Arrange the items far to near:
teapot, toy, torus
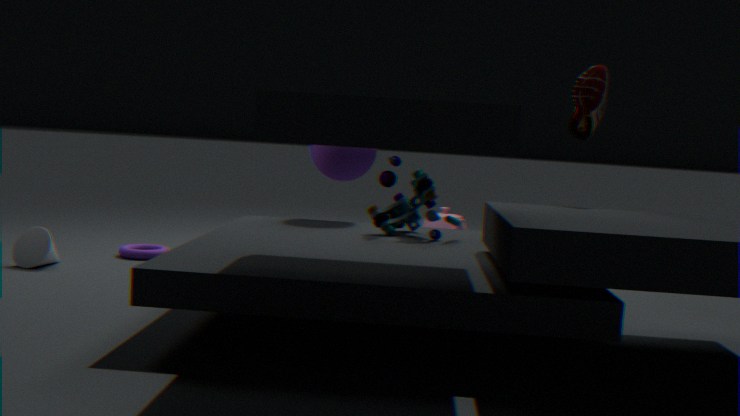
teapot
torus
toy
